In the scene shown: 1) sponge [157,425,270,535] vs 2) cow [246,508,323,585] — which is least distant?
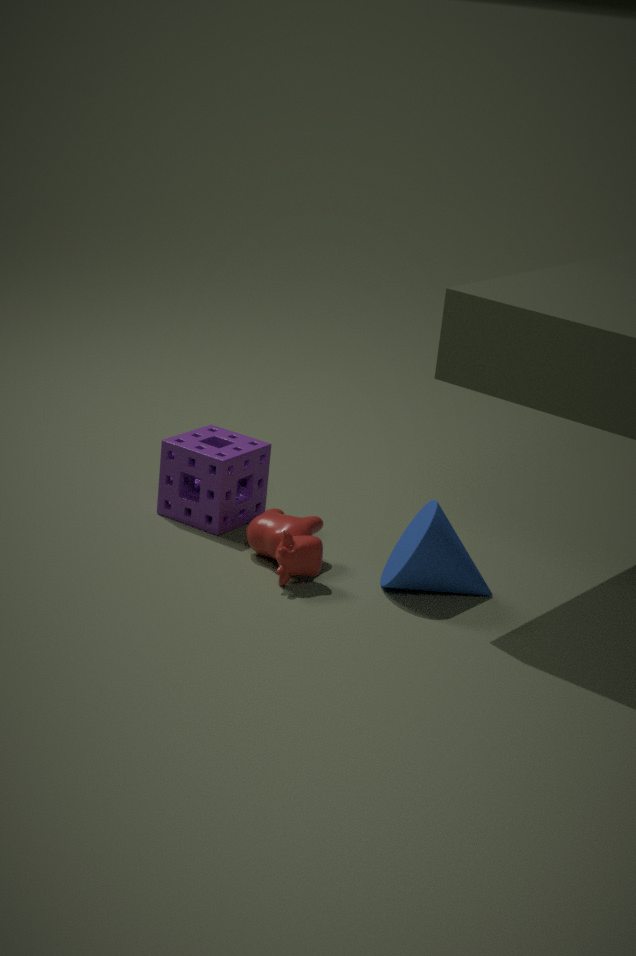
2. cow [246,508,323,585]
